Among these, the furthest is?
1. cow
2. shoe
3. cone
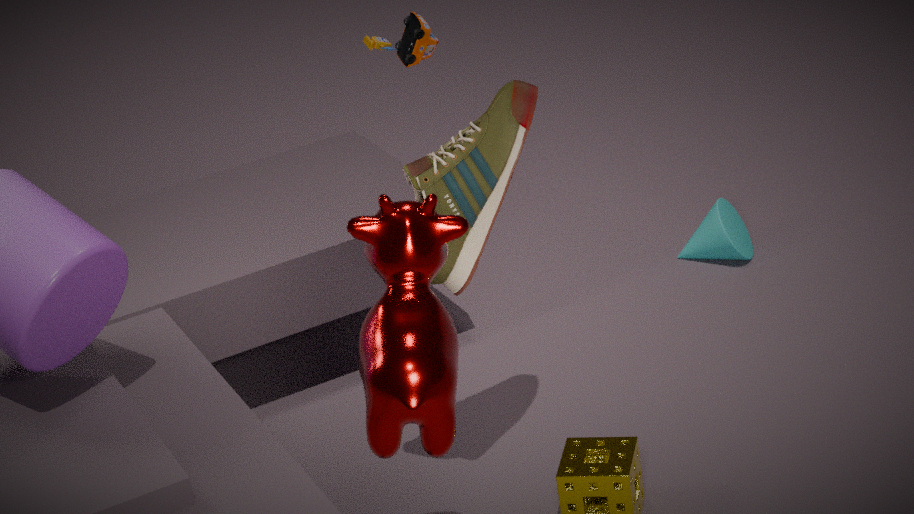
cone
